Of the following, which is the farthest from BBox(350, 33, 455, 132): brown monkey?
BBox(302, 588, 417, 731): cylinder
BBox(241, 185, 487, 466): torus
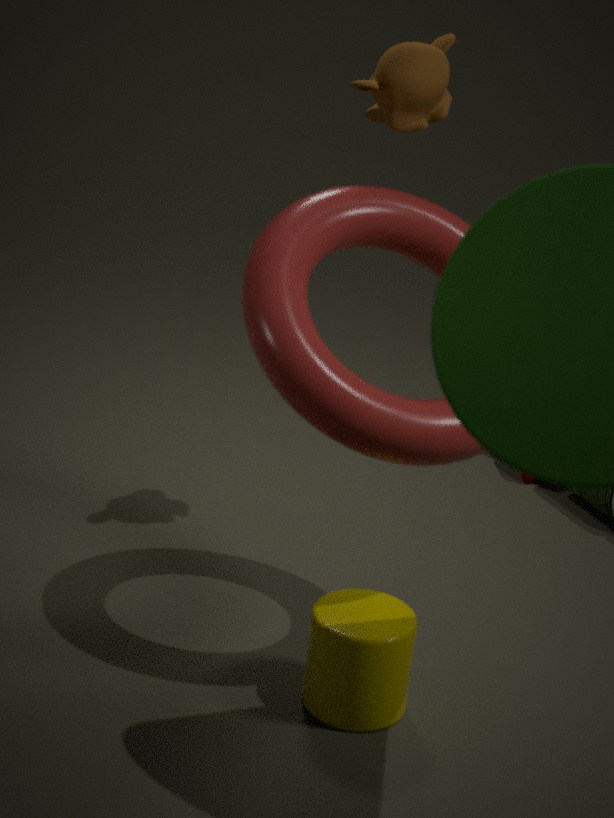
BBox(302, 588, 417, 731): cylinder
